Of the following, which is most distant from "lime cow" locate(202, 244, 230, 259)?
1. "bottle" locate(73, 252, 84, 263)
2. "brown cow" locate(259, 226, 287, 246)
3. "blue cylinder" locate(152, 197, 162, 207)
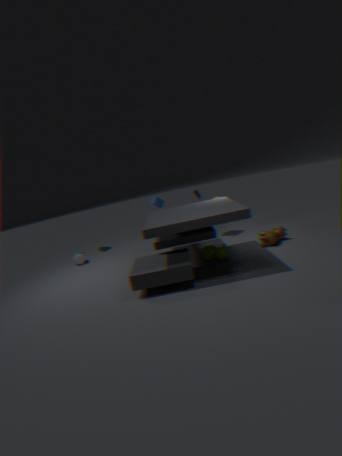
"bottle" locate(73, 252, 84, 263)
